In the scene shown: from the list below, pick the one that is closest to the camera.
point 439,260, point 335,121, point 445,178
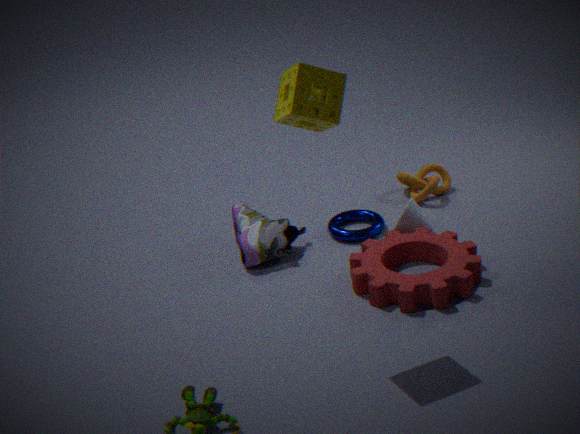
point 335,121
